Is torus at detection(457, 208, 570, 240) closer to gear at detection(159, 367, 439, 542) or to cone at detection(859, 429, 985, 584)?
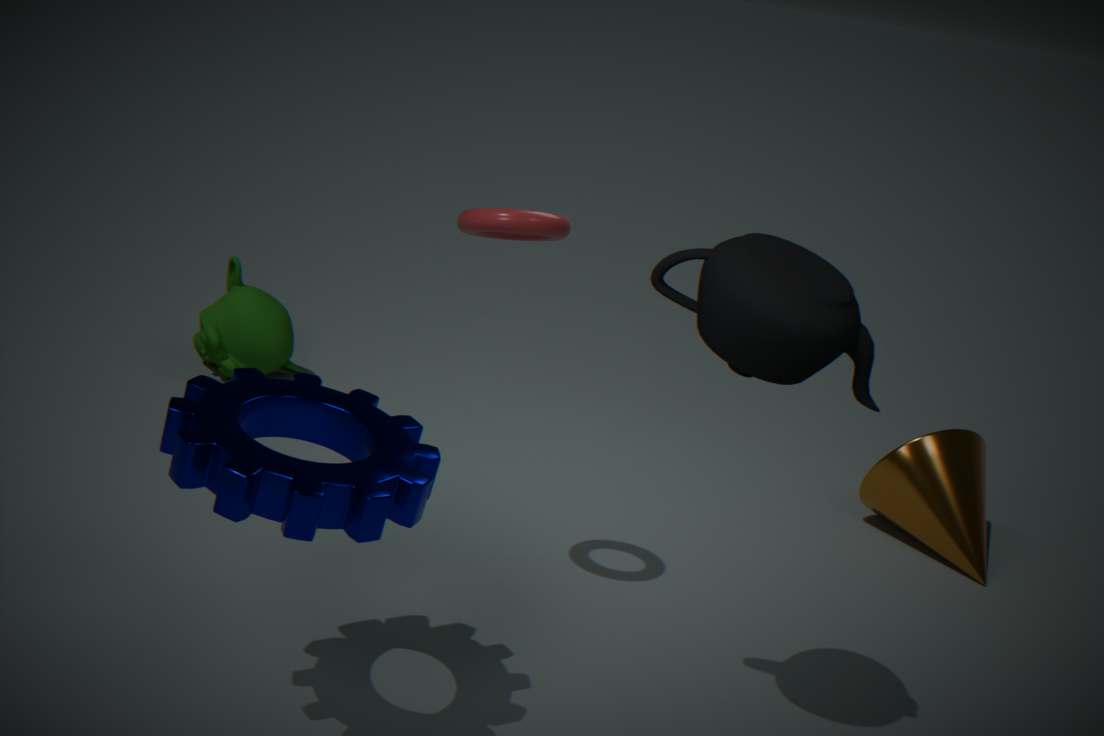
gear at detection(159, 367, 439, 542)
